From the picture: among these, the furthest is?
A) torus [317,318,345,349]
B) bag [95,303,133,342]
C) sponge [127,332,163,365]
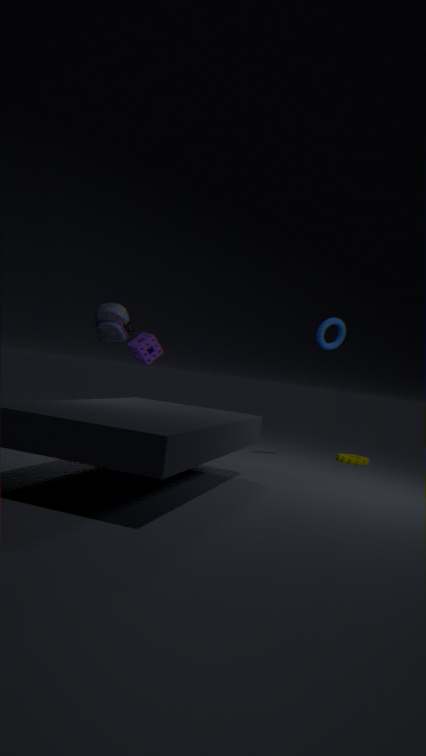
bag [95,303,133,342]
